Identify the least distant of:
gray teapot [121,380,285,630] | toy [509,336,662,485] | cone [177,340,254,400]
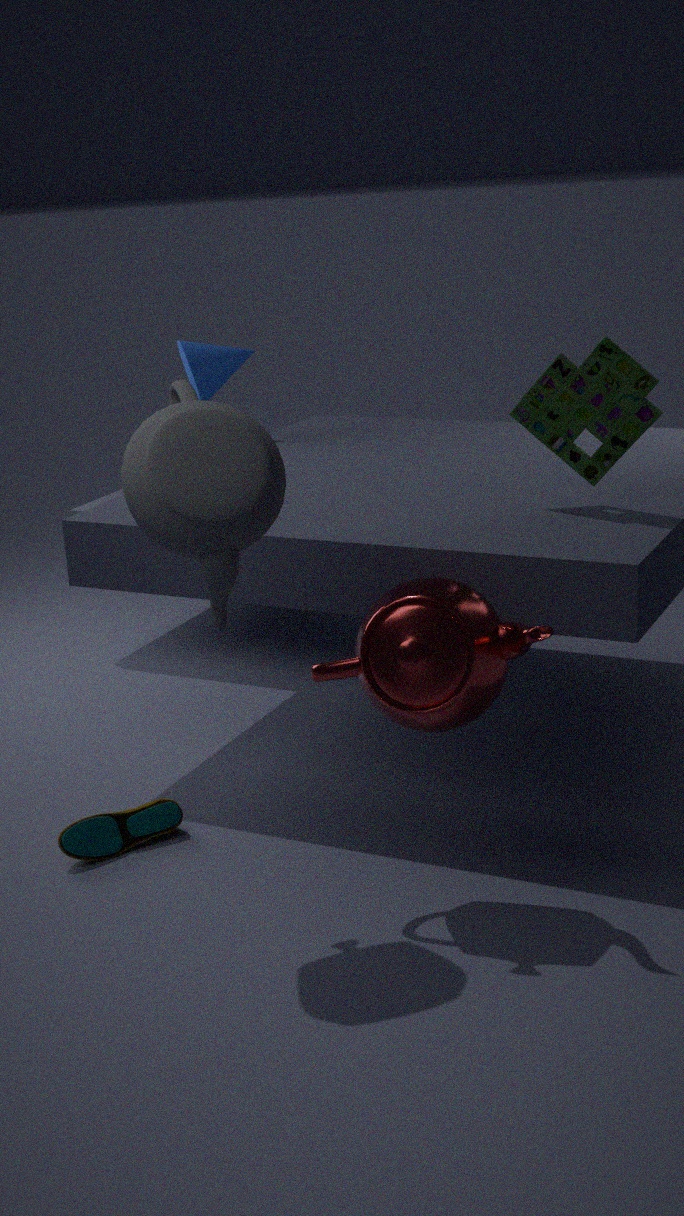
gray teapot [121,380,285,630]
